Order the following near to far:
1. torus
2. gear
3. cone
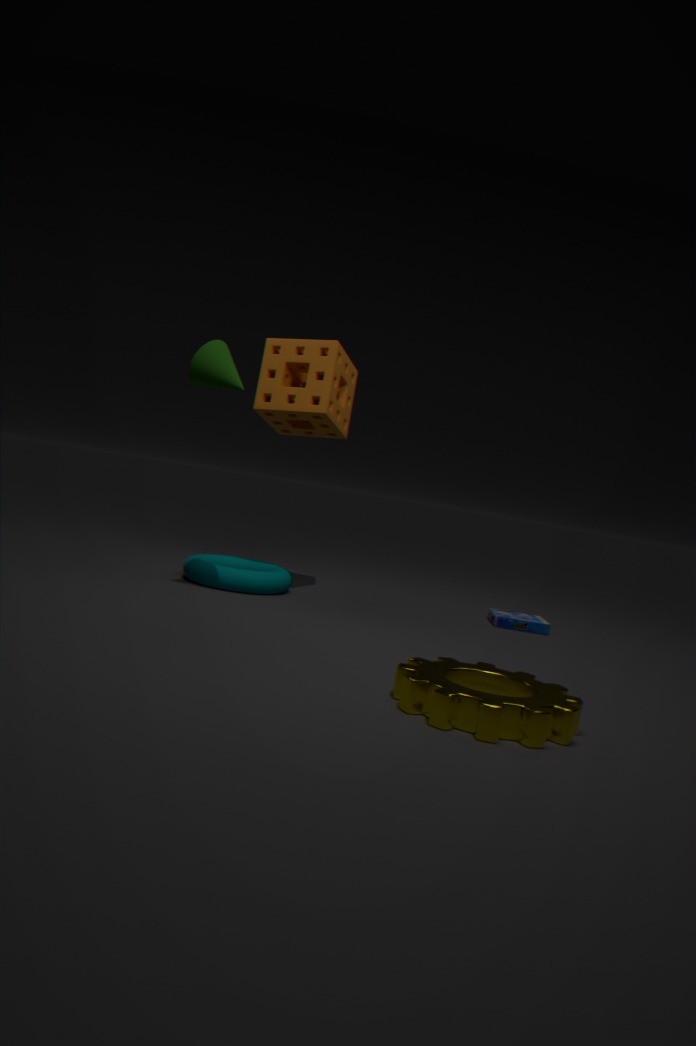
gear
cone
torus
